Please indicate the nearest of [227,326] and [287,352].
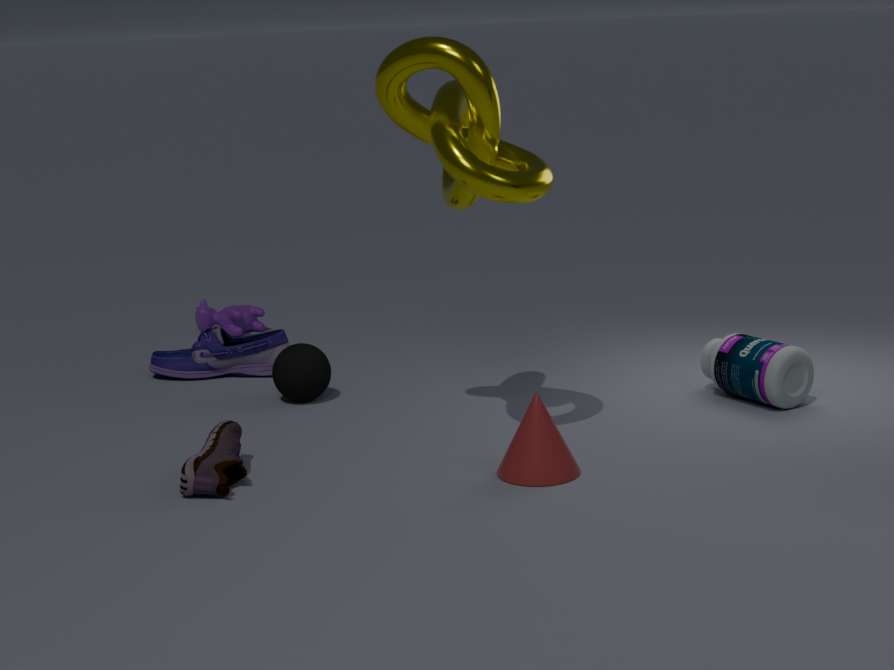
[287,352]
